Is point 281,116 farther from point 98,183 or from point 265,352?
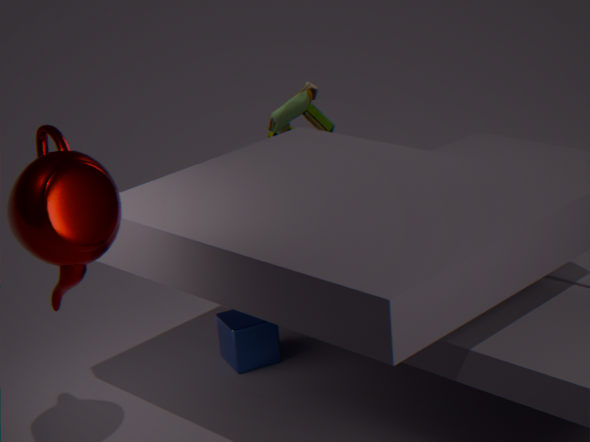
point 98,183
